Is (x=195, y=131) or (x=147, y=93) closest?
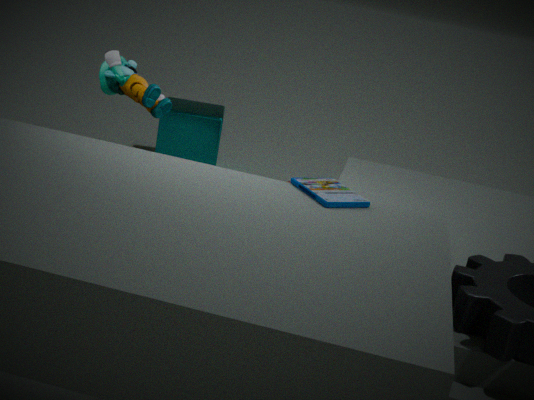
(x=147, y=93)
